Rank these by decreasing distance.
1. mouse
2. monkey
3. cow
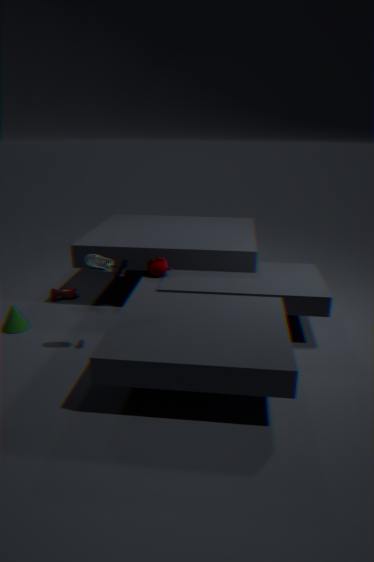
1. cow
2. monkey
3. mouse
